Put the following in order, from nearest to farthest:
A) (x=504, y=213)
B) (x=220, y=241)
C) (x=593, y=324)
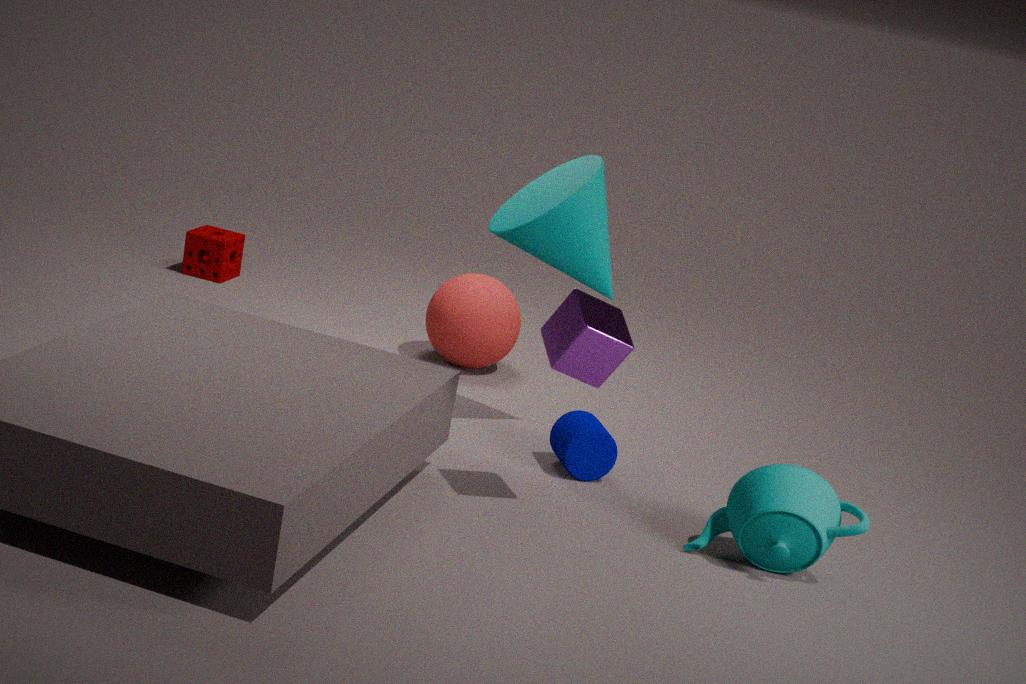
1. (x=593, y=324)
2. (x=504, y=213)
3. (x=220, y=241)
